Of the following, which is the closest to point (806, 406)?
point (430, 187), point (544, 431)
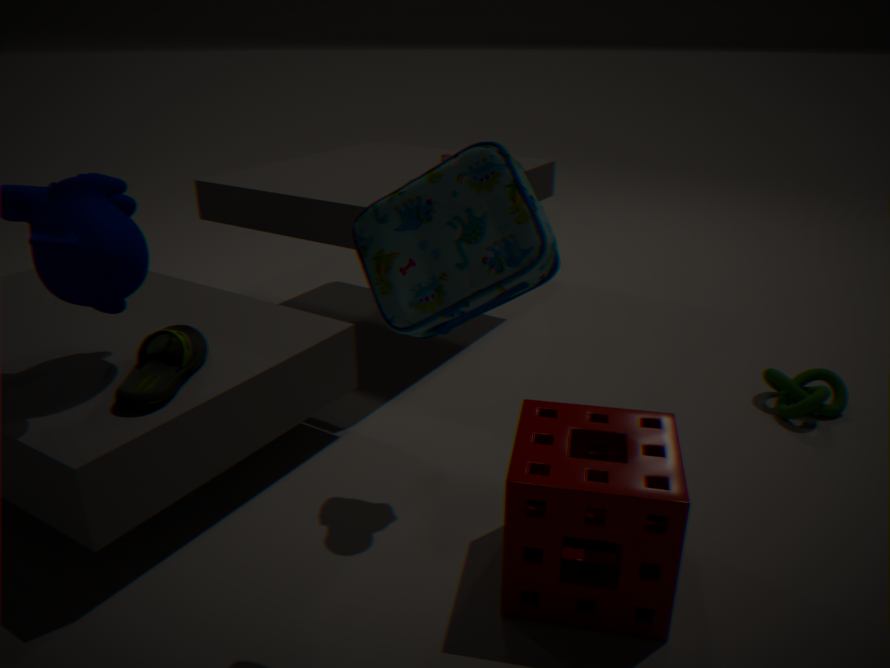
point (544, 431)
